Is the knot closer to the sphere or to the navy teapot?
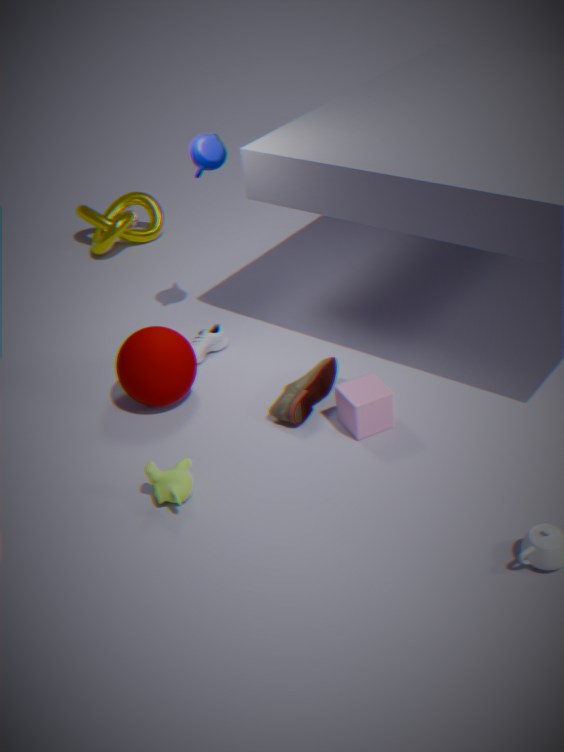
the navy teapot
